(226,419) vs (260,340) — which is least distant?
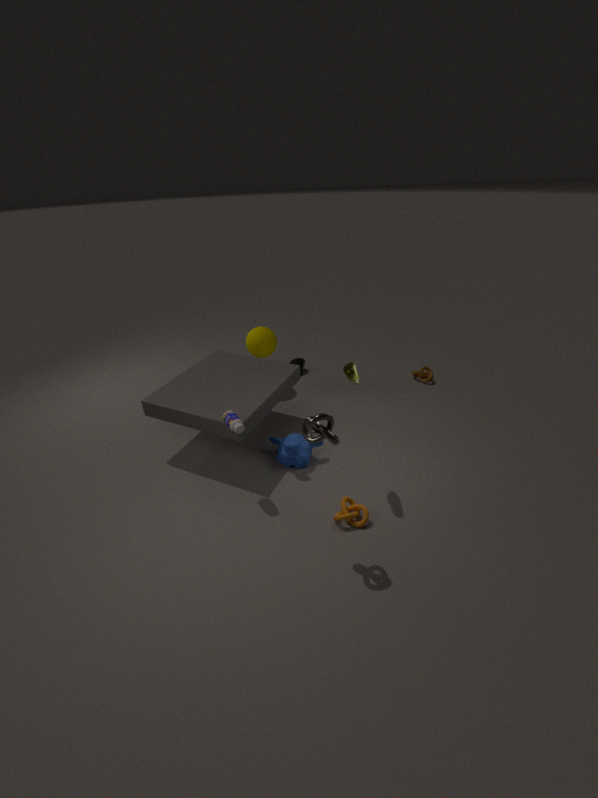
(226,419)
